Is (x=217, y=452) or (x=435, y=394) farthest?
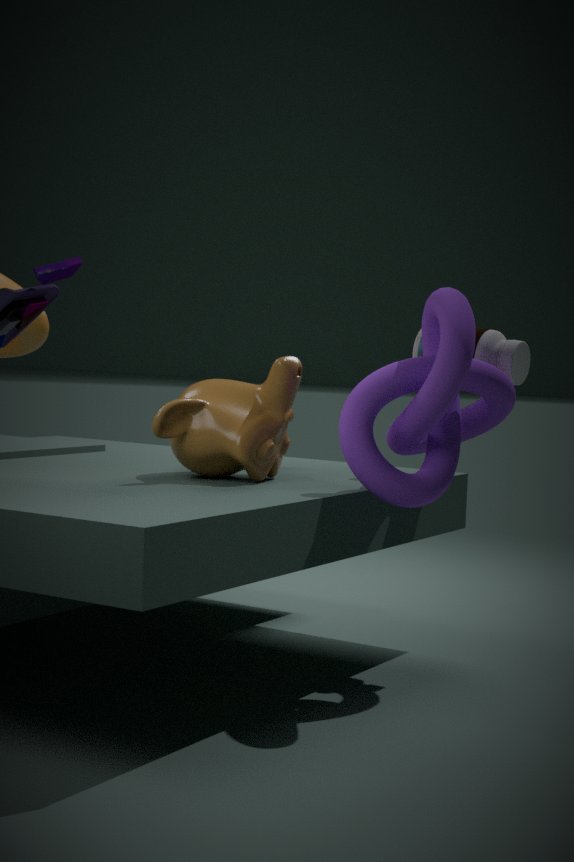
(x=217, y=452)
